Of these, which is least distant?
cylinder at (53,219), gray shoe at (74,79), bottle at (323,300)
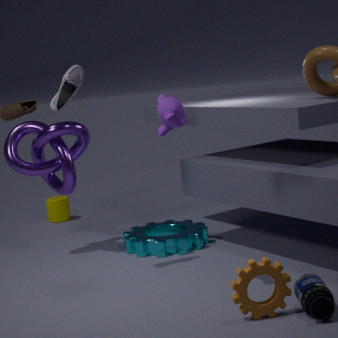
bottle at (323,300)
